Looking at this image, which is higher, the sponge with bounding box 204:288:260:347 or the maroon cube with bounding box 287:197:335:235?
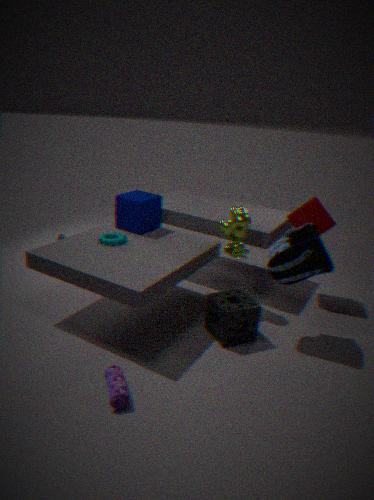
the maroon cube with bounding box 287:197:335:235
